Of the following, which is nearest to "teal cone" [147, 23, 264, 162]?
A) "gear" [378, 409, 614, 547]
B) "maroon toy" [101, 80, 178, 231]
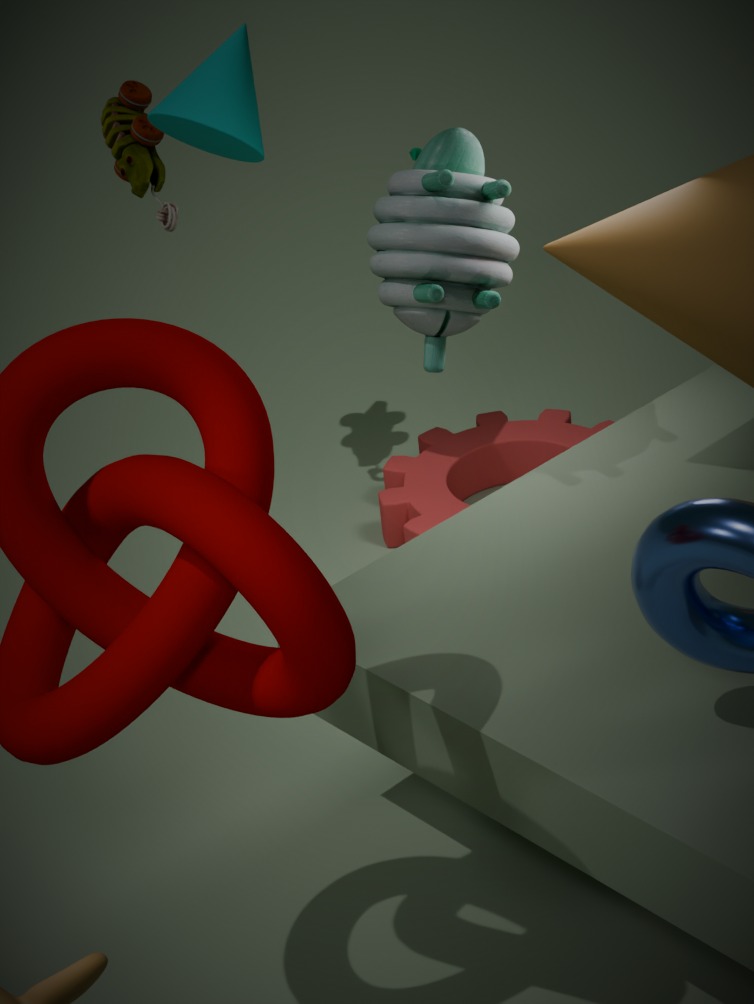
"maroon toy" [101, 80, 178, 231]
